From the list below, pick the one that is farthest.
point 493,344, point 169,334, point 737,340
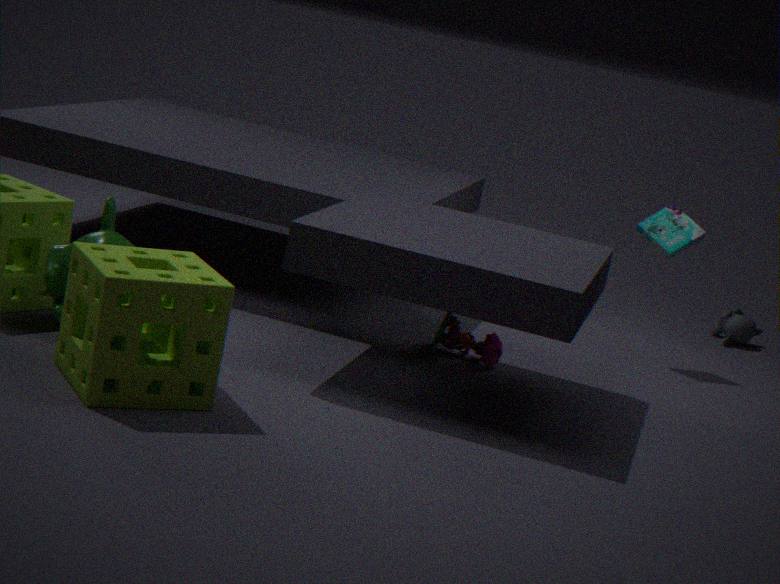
point 737,340
